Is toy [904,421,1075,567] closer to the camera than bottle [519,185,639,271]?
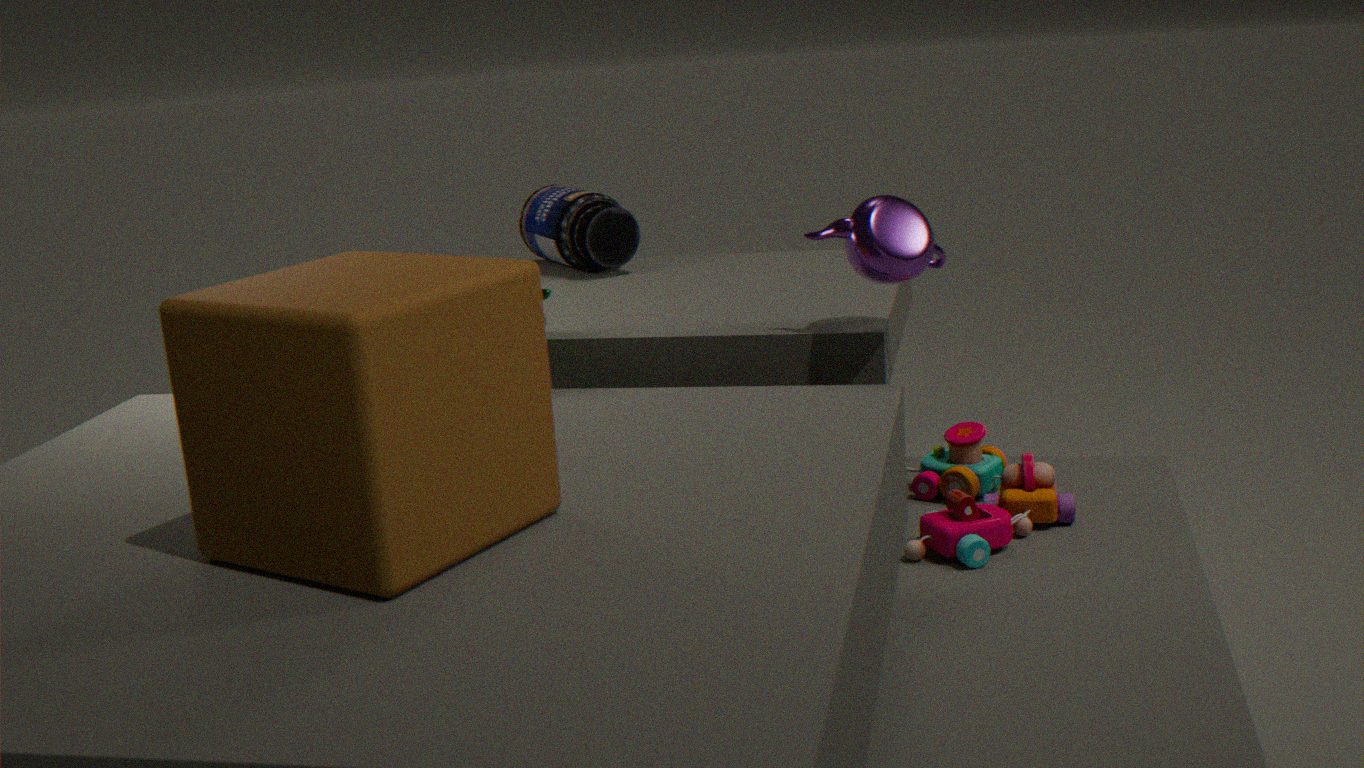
Yes
